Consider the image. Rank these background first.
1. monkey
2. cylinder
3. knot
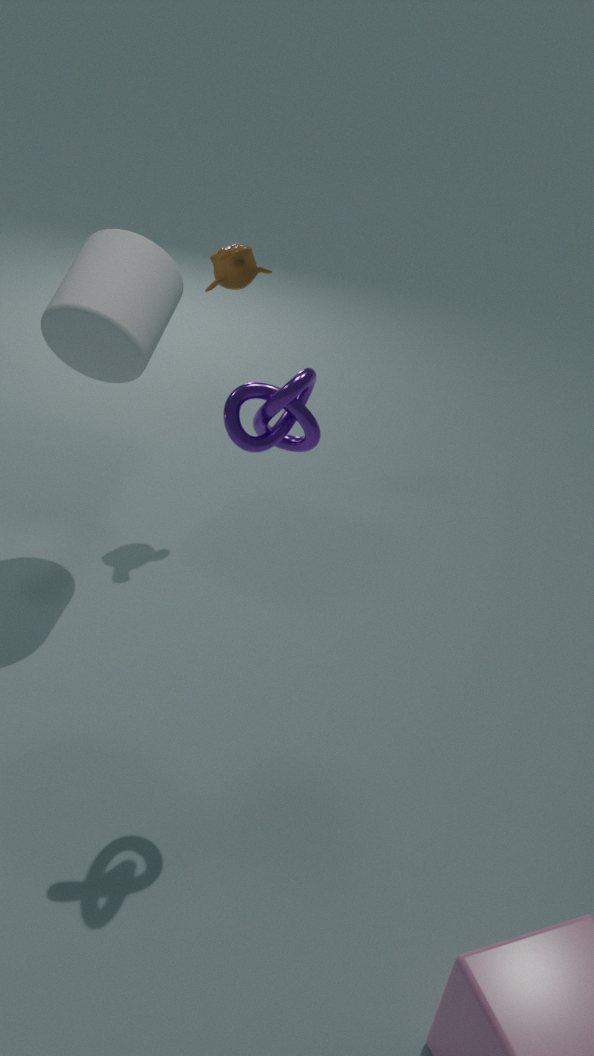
monkey → cylinder → knot
